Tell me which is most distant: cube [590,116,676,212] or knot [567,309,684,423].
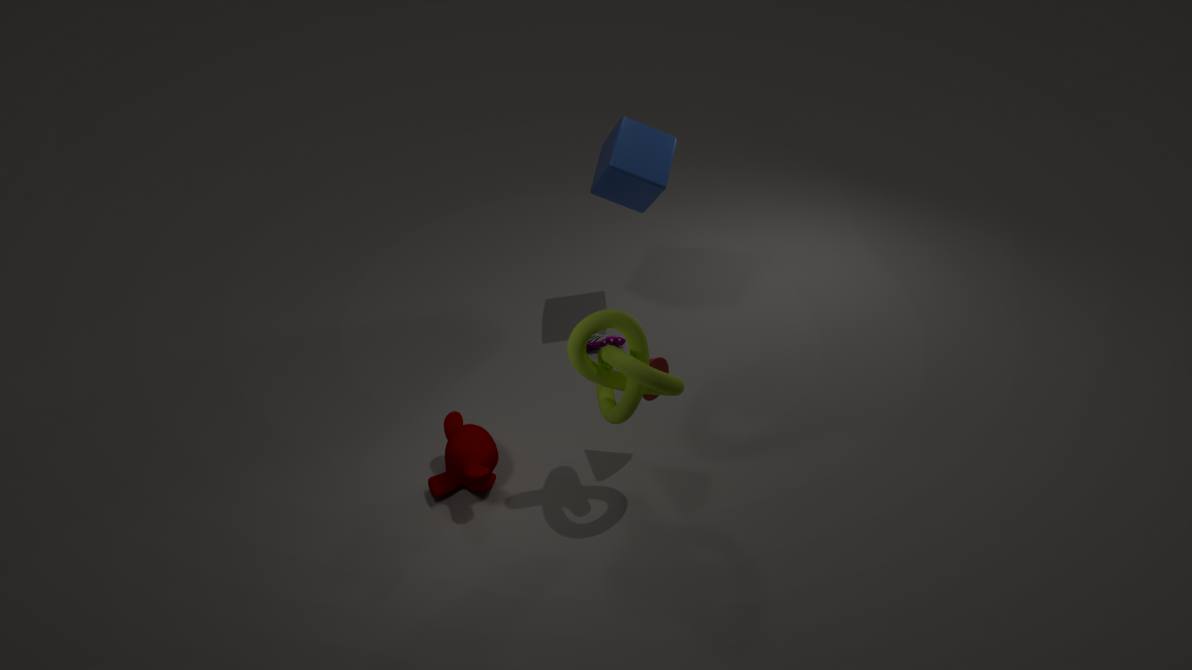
cube [590,116,676,212]
